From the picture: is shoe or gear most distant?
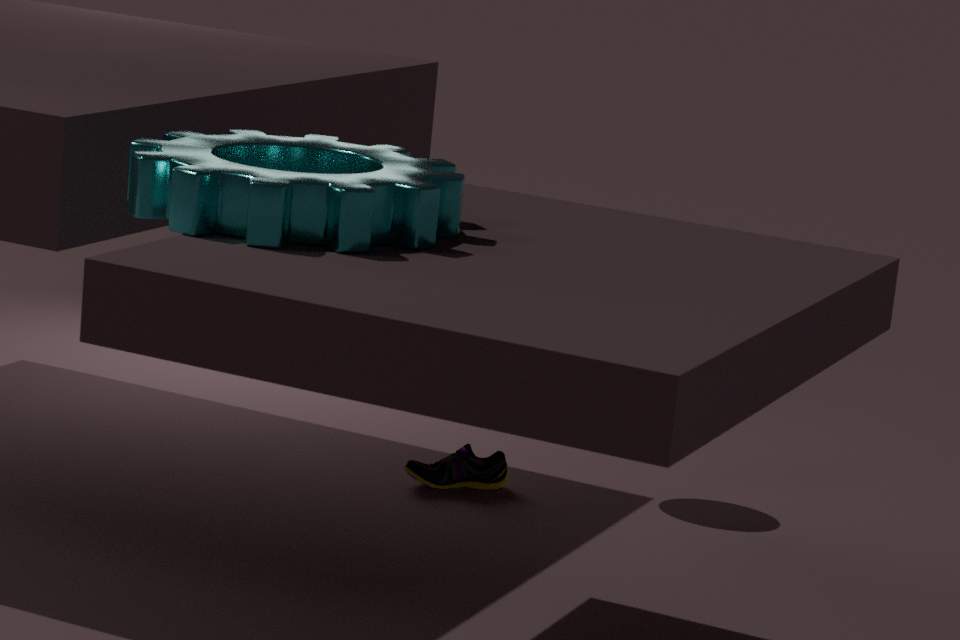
shoe
